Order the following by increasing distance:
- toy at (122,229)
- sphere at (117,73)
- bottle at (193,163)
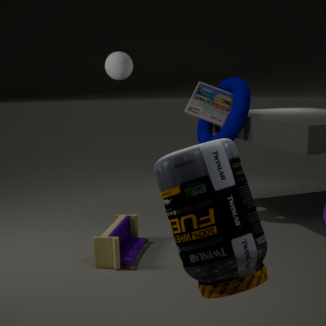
bottle at (193,163) → toy at (122,229) → sphere at (117,73)
